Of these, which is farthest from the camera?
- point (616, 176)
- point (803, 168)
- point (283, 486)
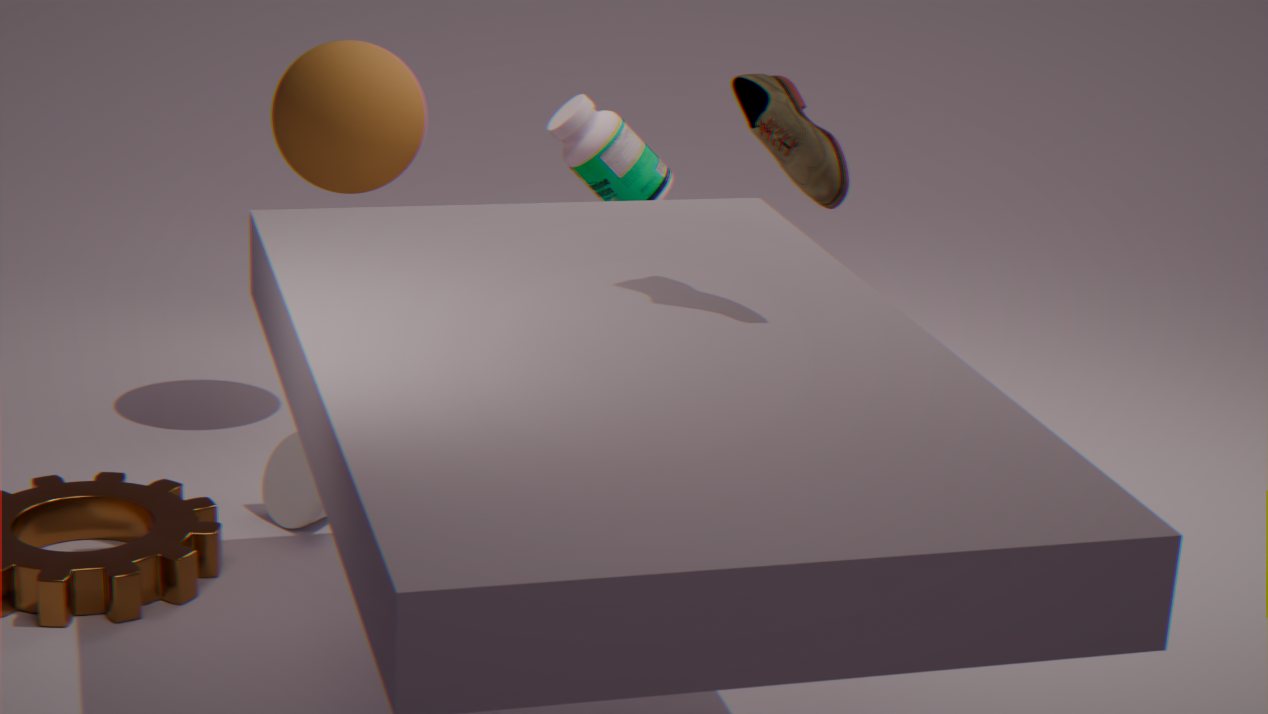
point (616, 176)
